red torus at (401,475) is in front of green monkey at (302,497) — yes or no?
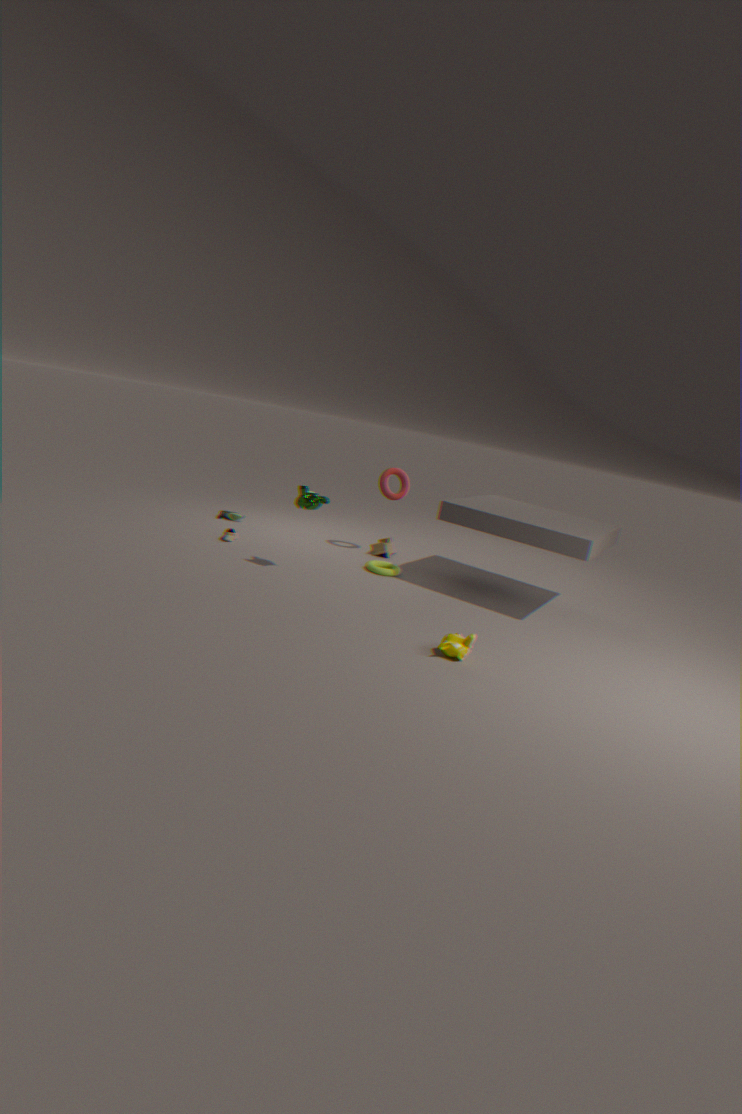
No
